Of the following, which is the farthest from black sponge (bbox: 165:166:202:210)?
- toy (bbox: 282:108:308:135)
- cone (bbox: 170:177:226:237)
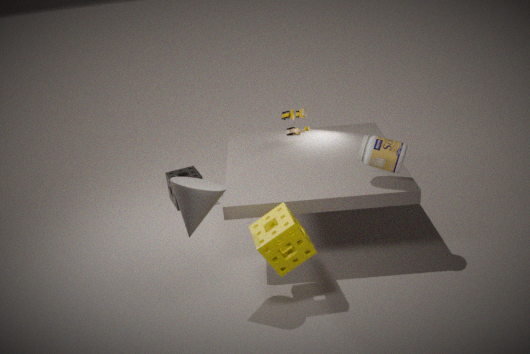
cone (bbox: 170:177:226:237)
